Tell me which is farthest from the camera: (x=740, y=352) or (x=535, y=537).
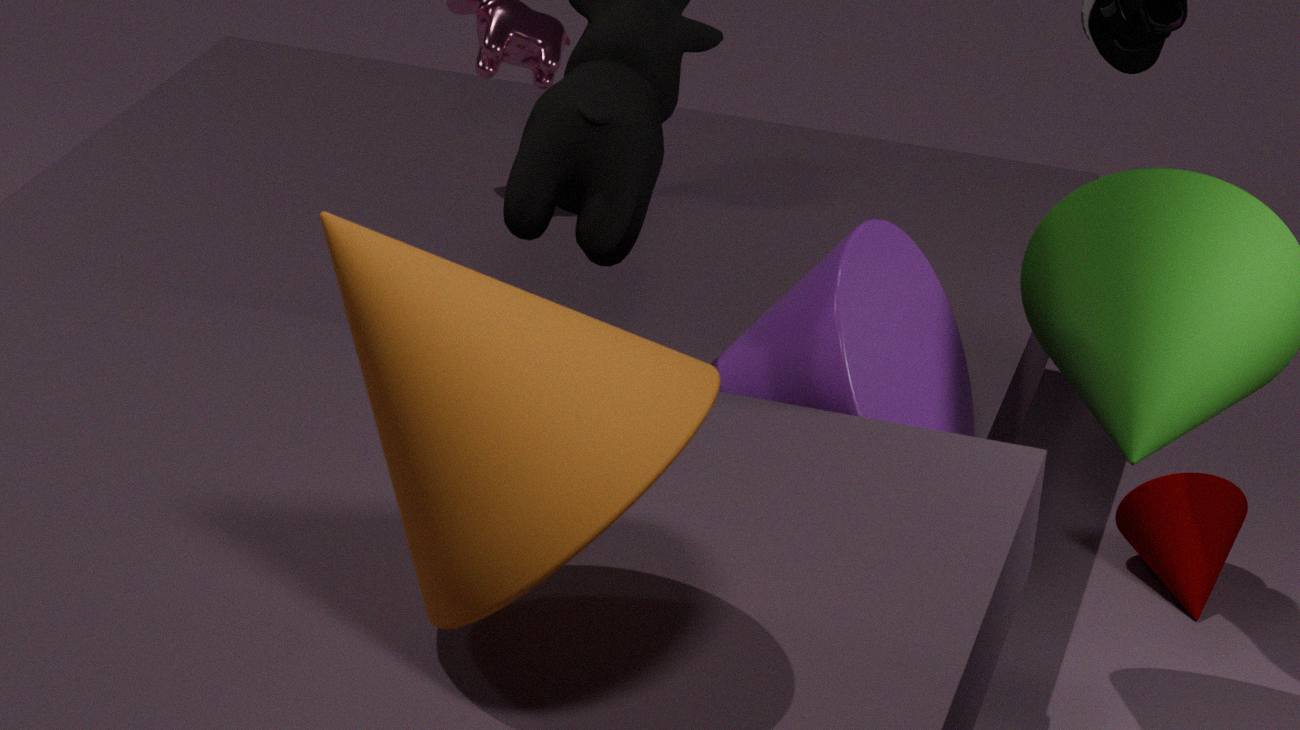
(x=740, y=352)
